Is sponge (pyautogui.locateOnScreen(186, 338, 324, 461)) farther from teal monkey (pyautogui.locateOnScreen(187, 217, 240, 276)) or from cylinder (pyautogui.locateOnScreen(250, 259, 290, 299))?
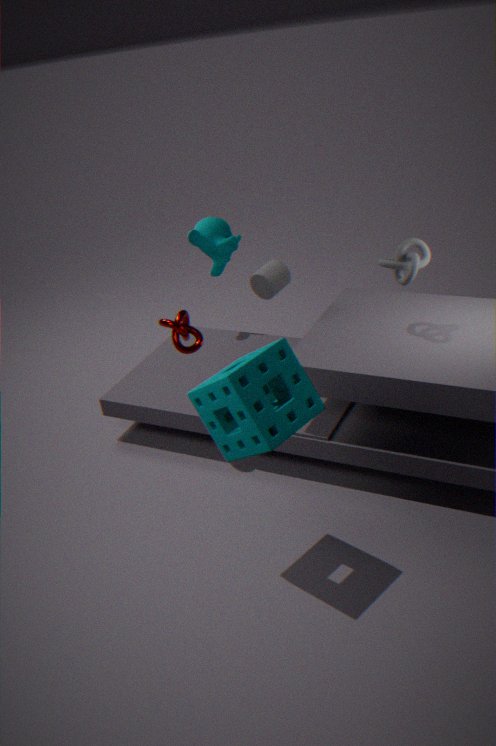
teal monkey (pyautogui.locateOnScreen(187, 217, 240, 276))
